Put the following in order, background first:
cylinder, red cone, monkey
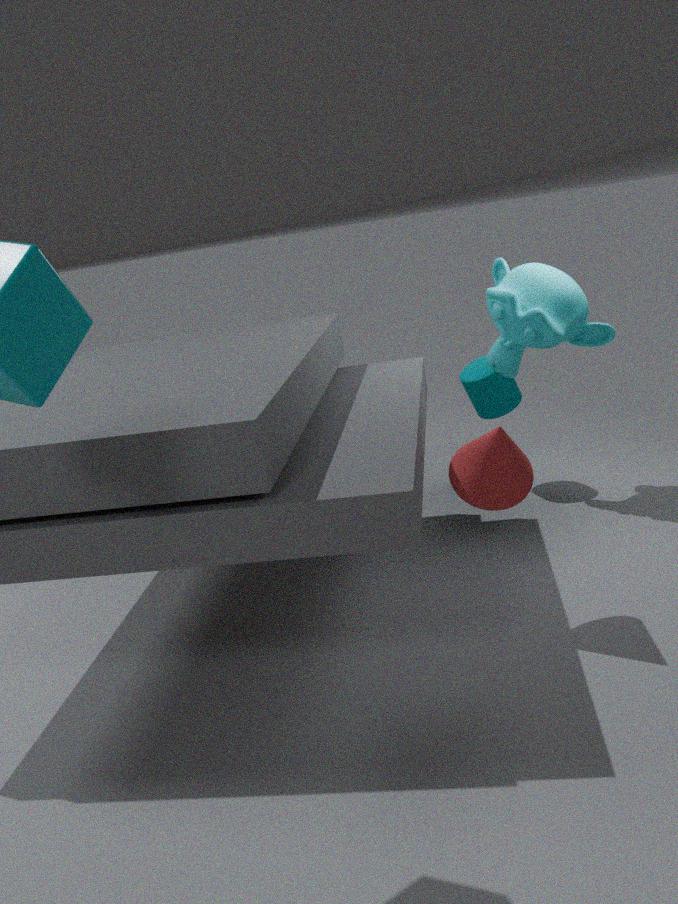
cylinder < monkey < red cone
